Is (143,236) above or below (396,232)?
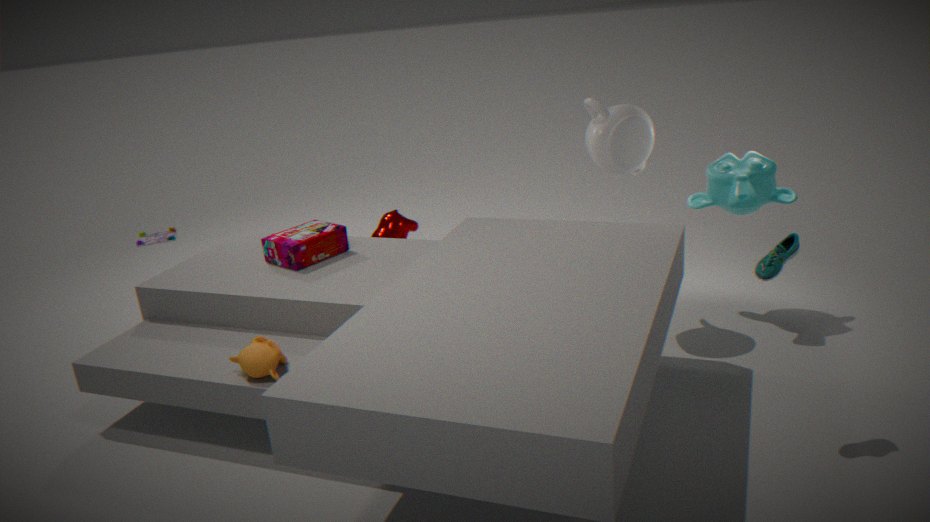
below
